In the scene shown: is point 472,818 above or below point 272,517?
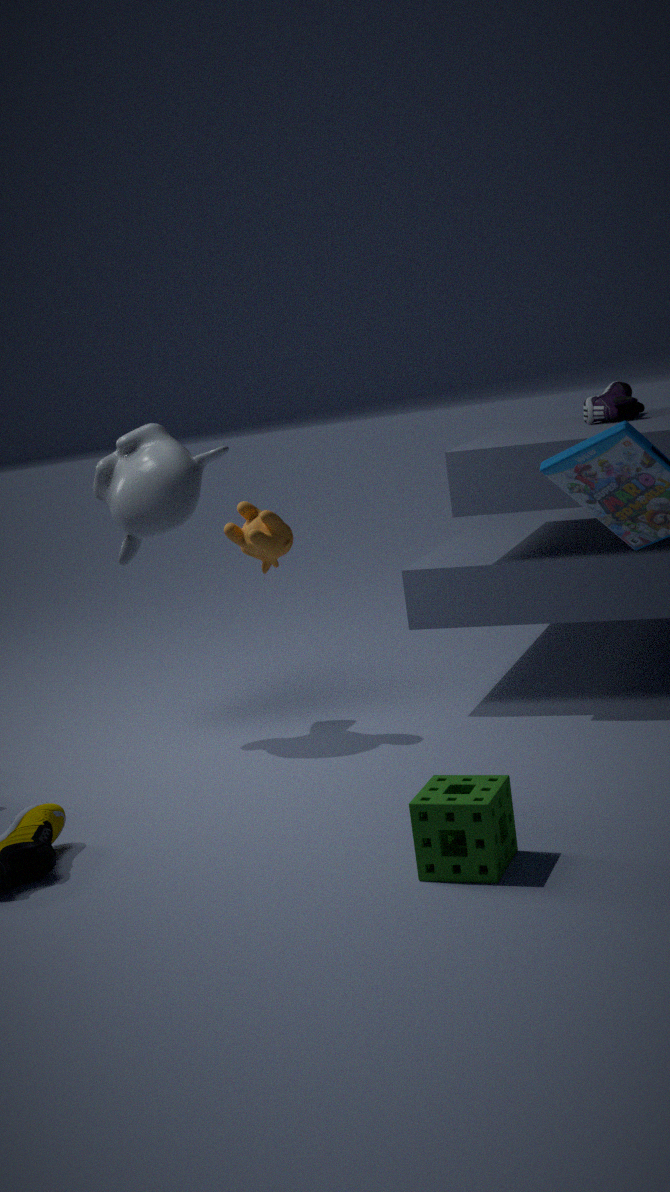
below
